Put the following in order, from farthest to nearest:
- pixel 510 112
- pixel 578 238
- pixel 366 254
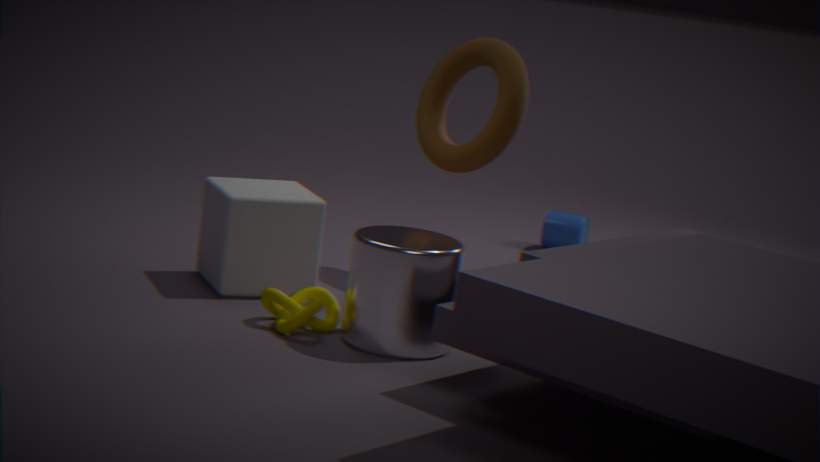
pixel 578 238 → pixel 510 112 → pixel 366 254
